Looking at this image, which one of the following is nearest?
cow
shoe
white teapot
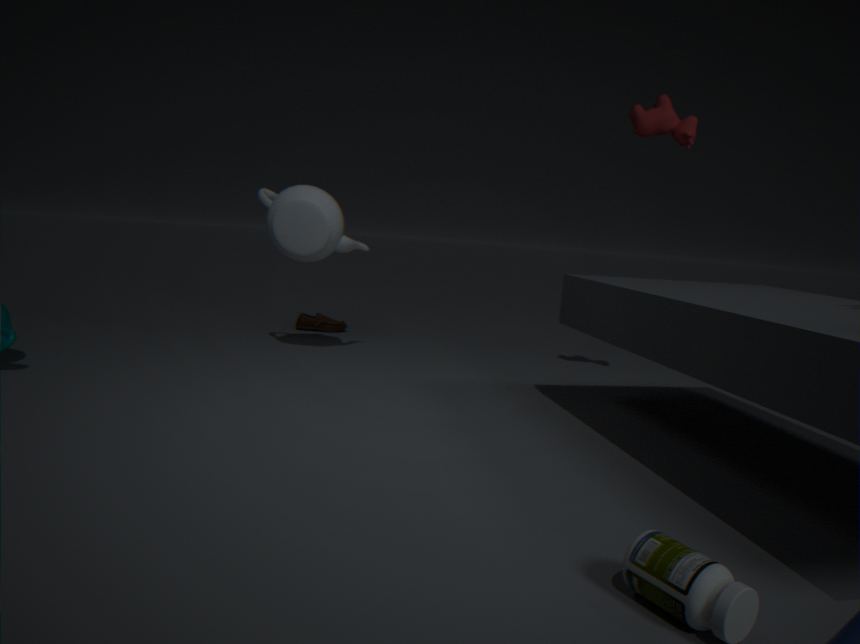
cow
